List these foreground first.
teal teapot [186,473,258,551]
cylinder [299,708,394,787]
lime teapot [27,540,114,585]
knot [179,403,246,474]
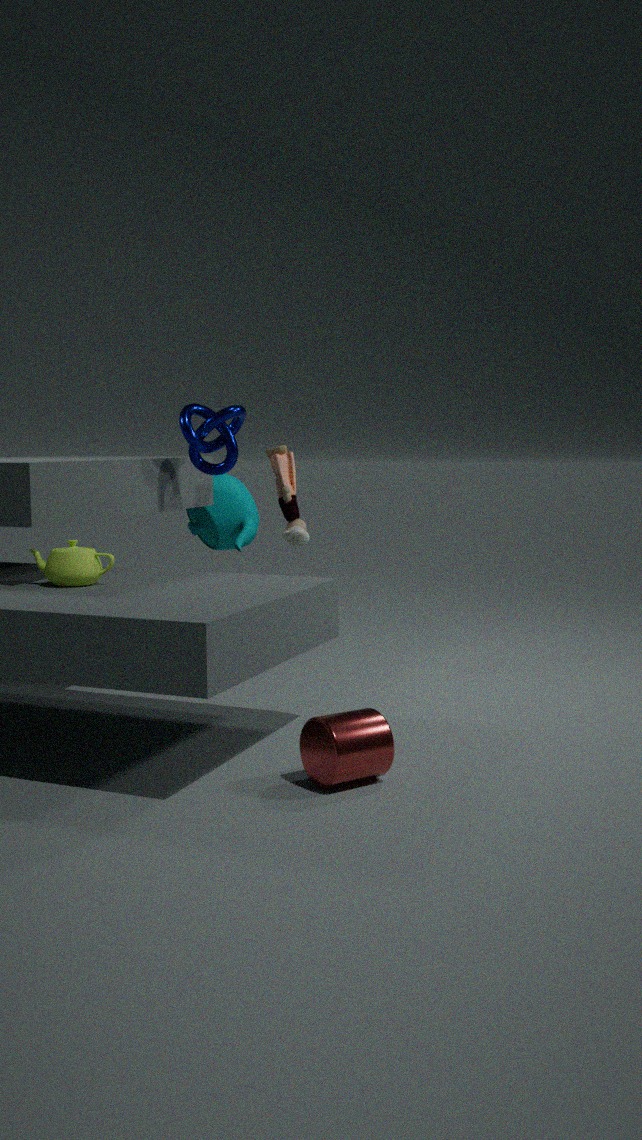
cylinder [299,708,394,787] → lime teapot [27,540,114,585] → knot [179,403,246,474] → teal teapot [186,473,258,551]
